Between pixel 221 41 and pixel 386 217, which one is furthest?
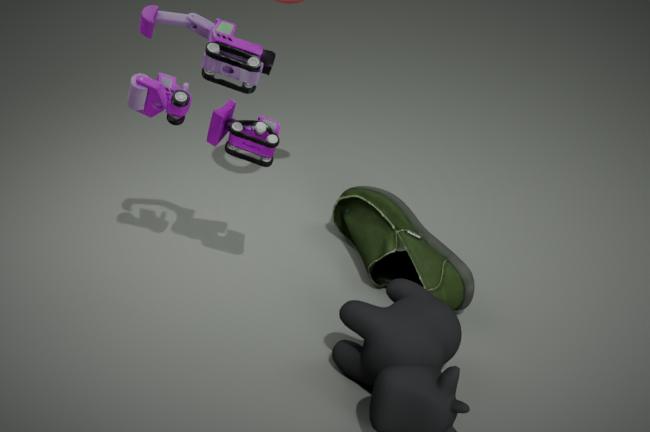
pixel 386 217
